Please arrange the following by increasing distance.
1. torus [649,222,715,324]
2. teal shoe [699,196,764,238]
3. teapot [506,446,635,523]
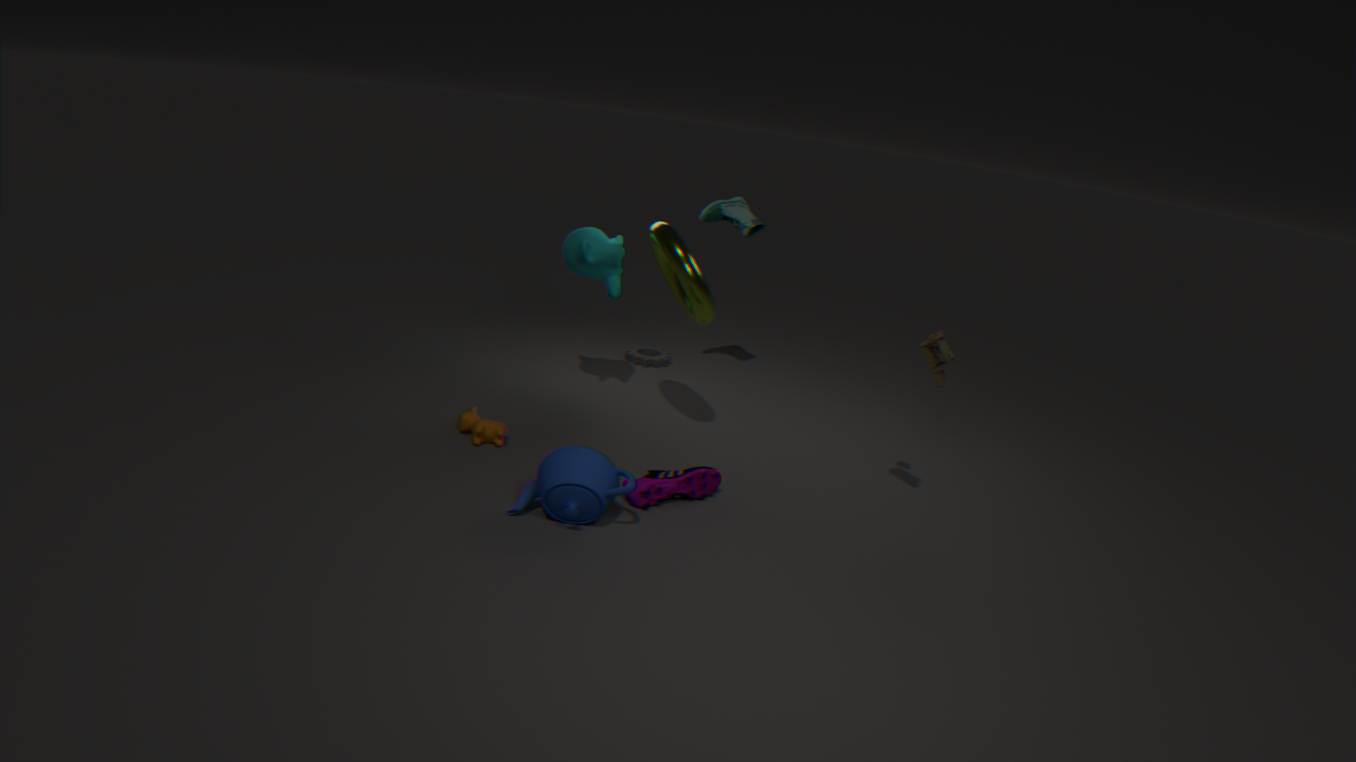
teapot [506,446,635,523] < torus [649,222,715,324] < teal shoe [699,196,764,238]
